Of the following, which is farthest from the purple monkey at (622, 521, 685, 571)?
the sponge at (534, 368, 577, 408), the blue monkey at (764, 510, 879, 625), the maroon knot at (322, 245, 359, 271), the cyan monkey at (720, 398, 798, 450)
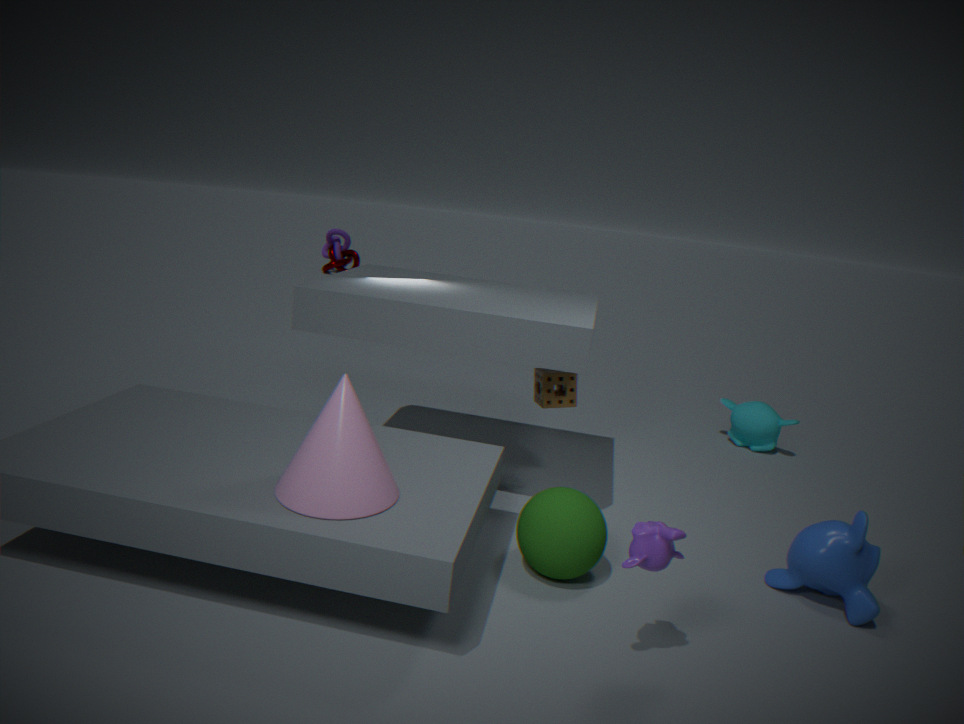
the maroon knot at (322, 245, 359, 271)
